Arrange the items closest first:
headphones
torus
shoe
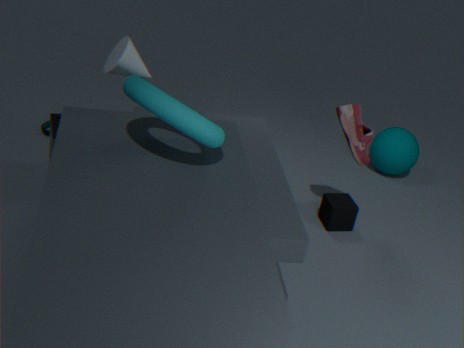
torus
shoe
headphones
